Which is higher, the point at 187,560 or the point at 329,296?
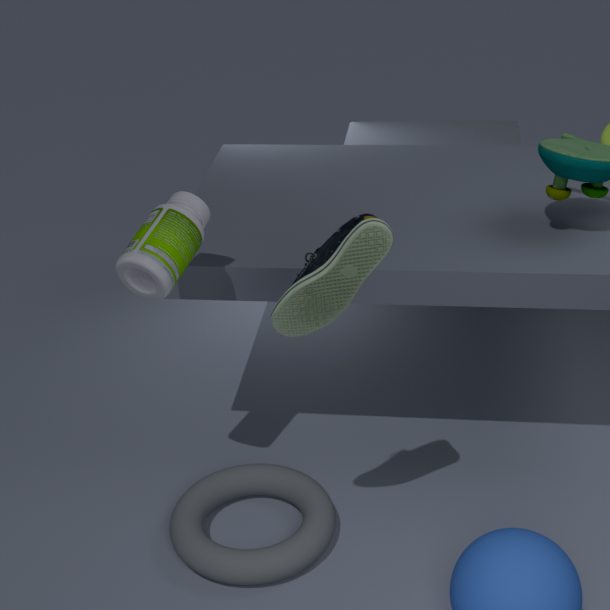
the point at 329,296
